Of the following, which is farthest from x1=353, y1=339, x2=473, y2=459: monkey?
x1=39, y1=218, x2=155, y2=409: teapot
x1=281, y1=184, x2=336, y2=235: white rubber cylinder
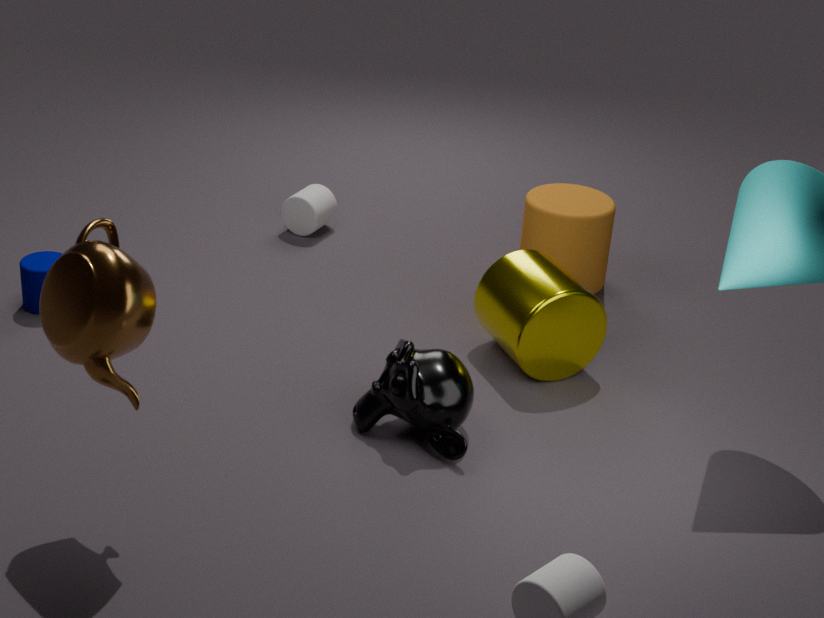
x1=281, y1=184, x2=336, y2=235: white rubber cylinder
